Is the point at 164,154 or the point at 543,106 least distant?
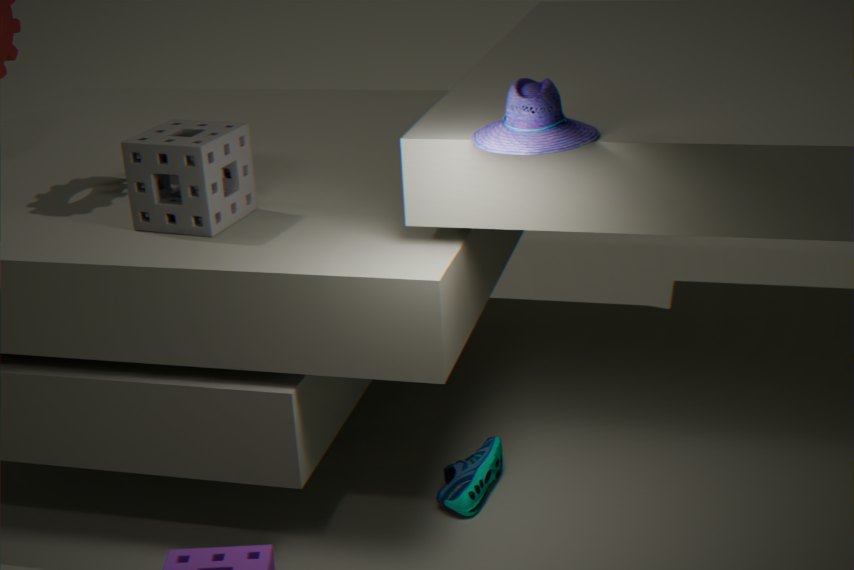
the point at 543,106
